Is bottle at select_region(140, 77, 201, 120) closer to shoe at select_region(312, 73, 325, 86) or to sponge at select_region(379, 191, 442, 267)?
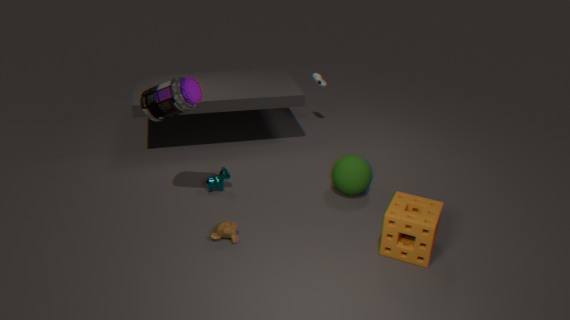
sponge at select_region(379, 191, 442, 267)
